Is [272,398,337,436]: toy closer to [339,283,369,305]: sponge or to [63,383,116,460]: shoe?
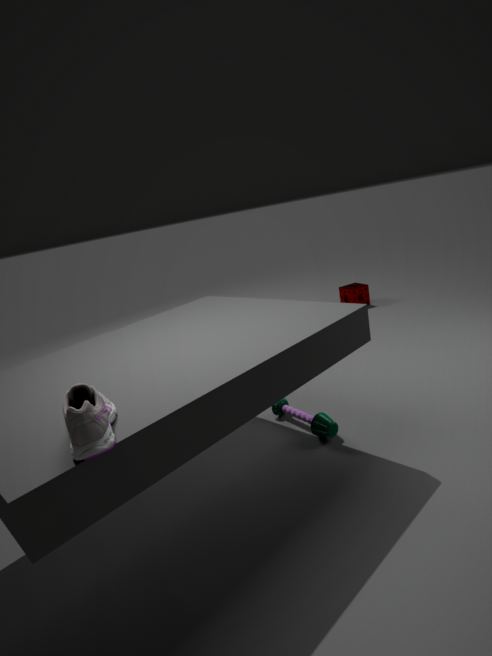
[63,383,116,460]: shoe
